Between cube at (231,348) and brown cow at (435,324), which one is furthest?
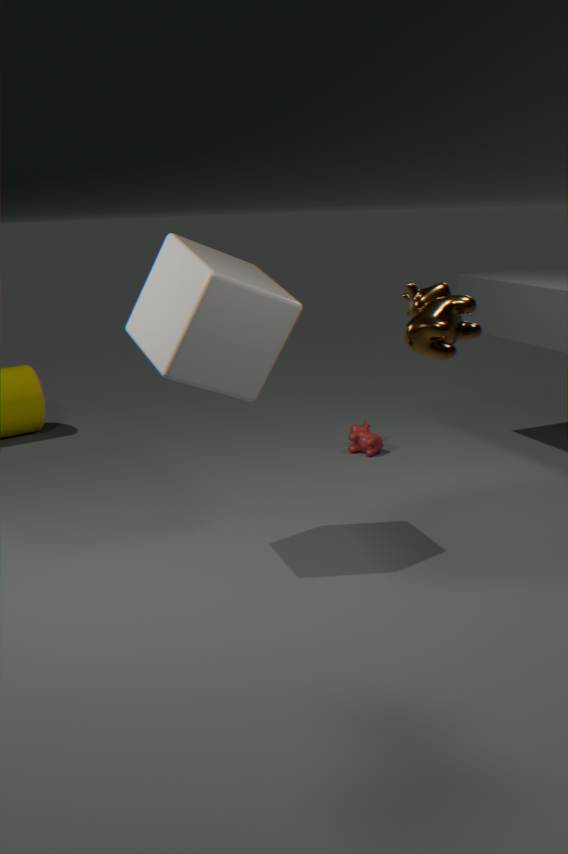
cube at (231,348)
